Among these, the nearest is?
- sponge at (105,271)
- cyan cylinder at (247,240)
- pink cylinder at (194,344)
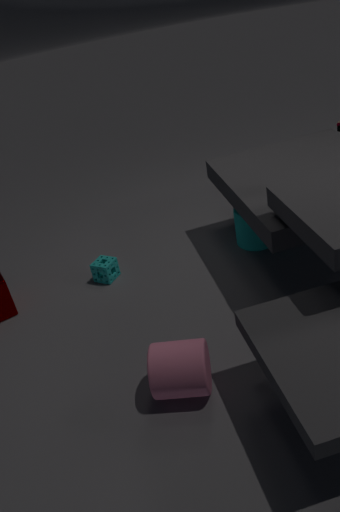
pink cylinder at (194,344)
